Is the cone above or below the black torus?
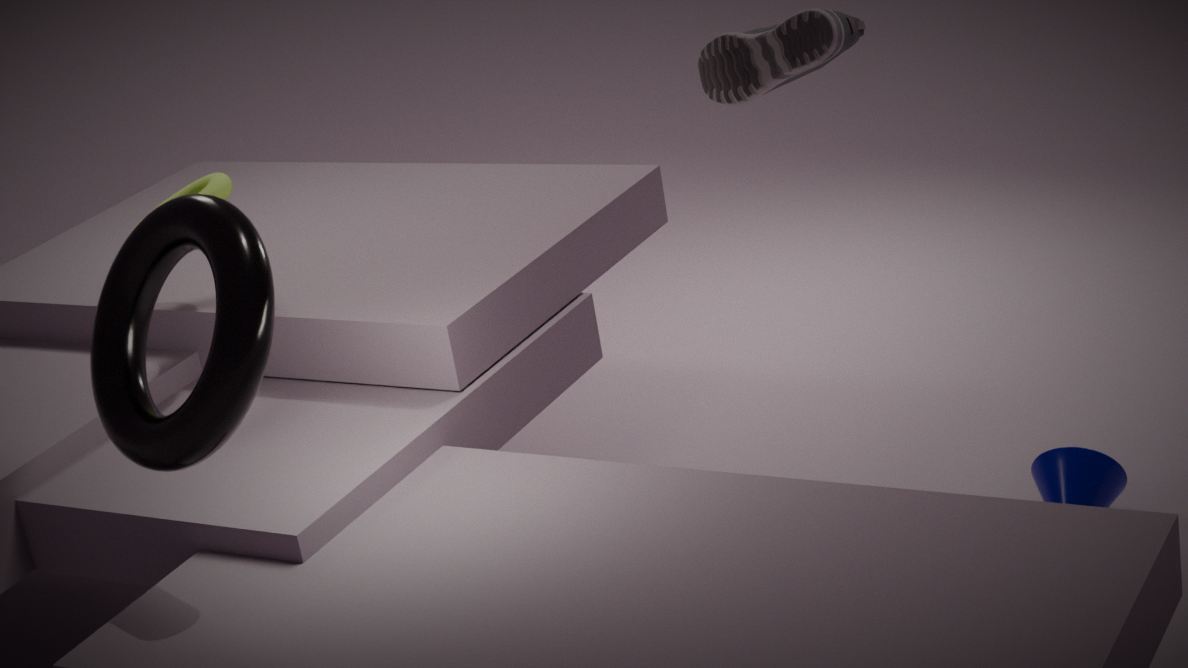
below
